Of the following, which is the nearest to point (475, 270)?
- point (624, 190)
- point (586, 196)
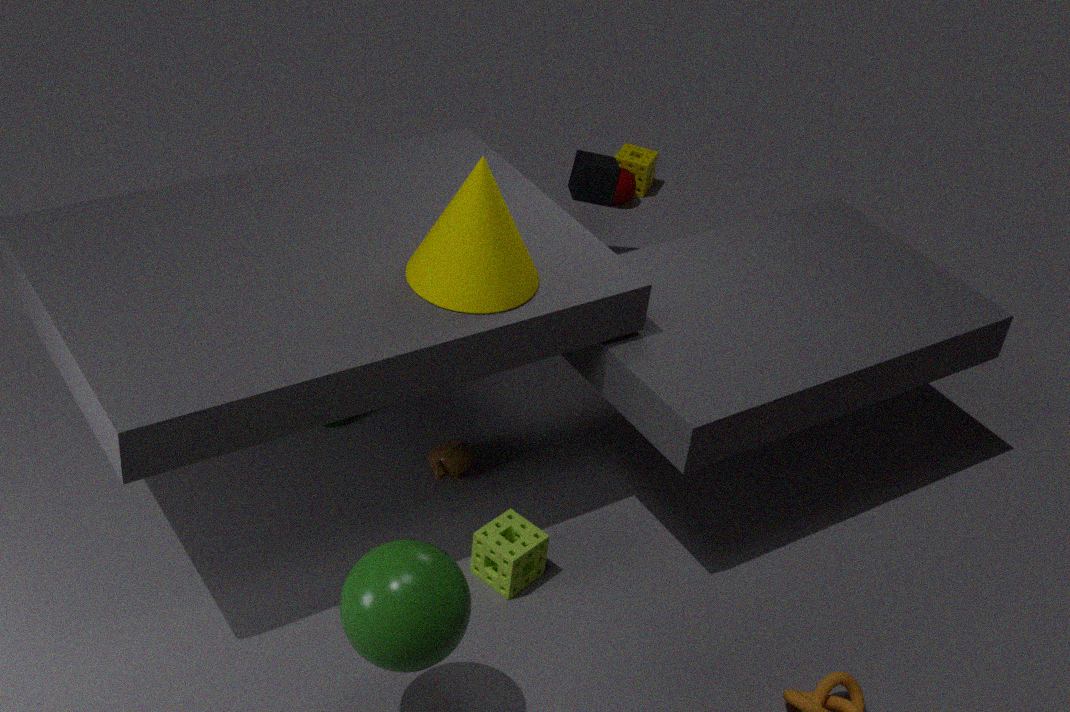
point (586, 196)
